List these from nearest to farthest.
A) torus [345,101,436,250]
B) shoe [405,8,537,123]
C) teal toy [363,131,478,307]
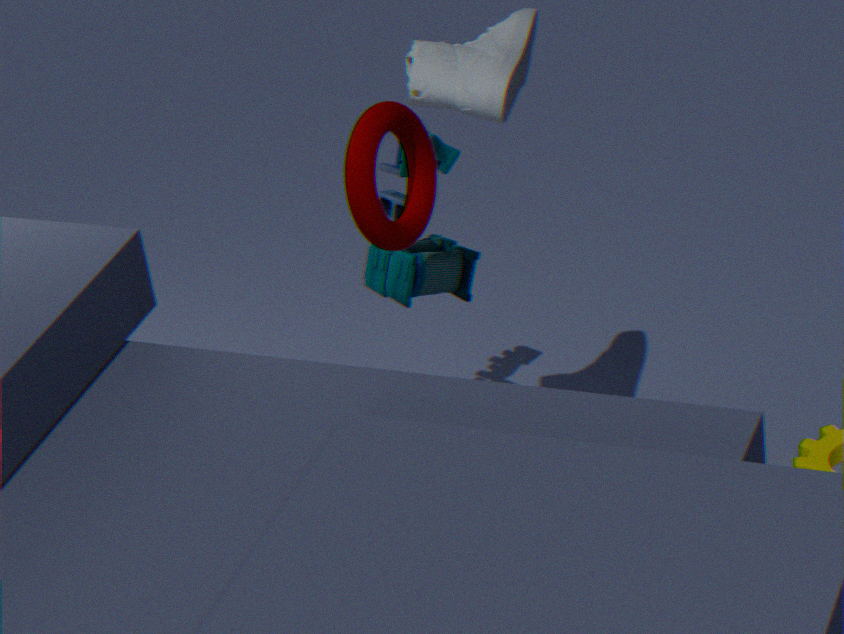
1. shoe [405,8,537,123]
2. torus [345,101,436,250]
3. teal toy [363,131,478,307]
